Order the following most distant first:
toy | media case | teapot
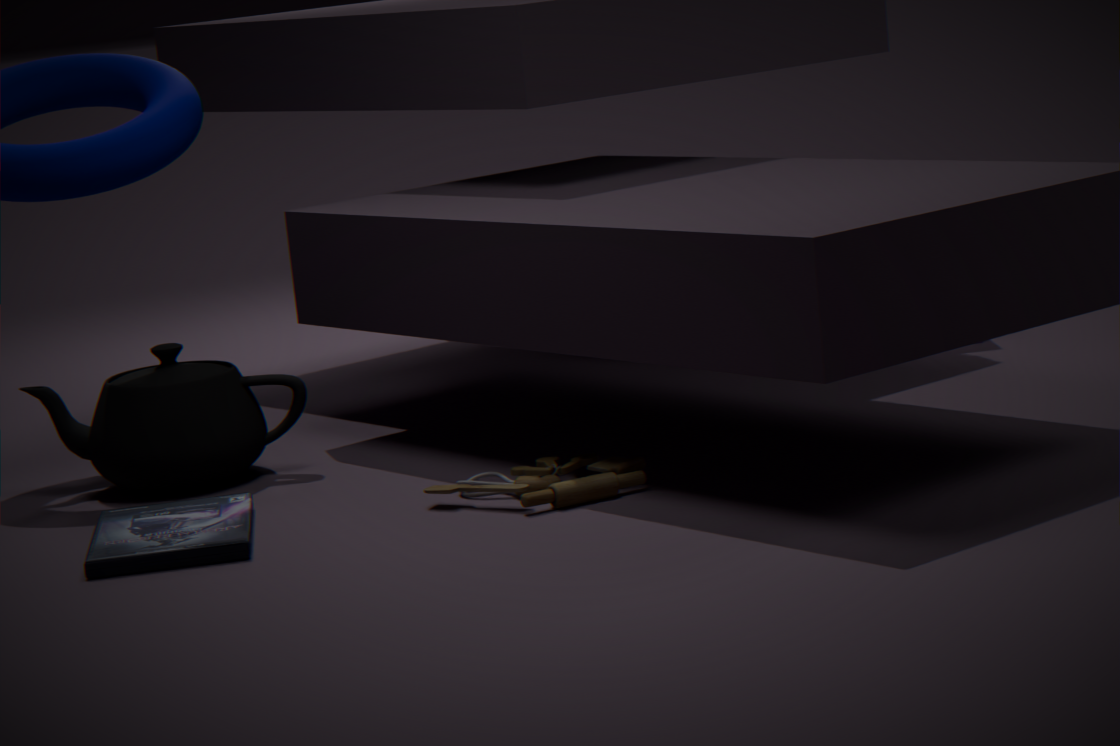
teapot
toy
media case
